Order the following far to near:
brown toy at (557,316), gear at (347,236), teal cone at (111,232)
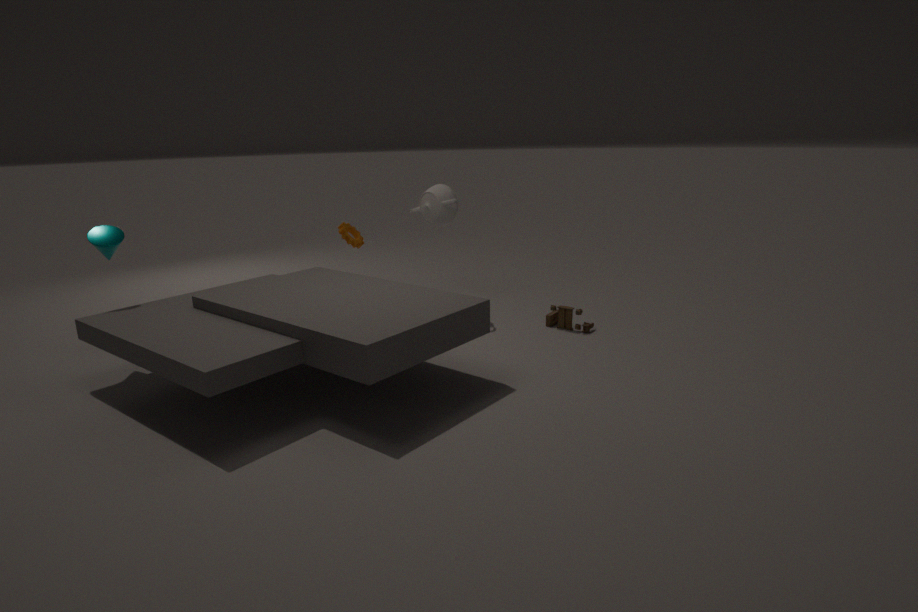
gear at (347,236), brown toy at (557,316), teal cone at (111,232)
